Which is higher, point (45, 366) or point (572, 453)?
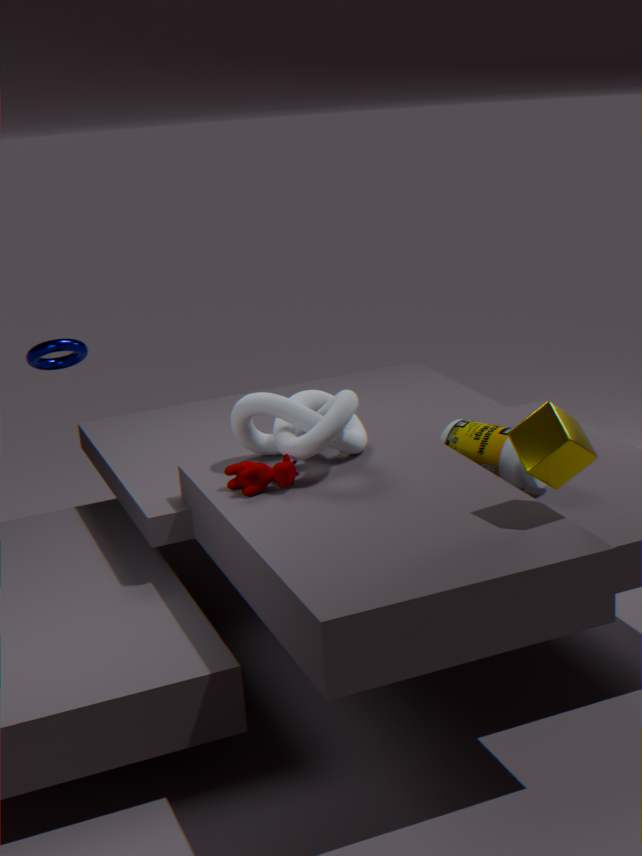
point (45, 366)
